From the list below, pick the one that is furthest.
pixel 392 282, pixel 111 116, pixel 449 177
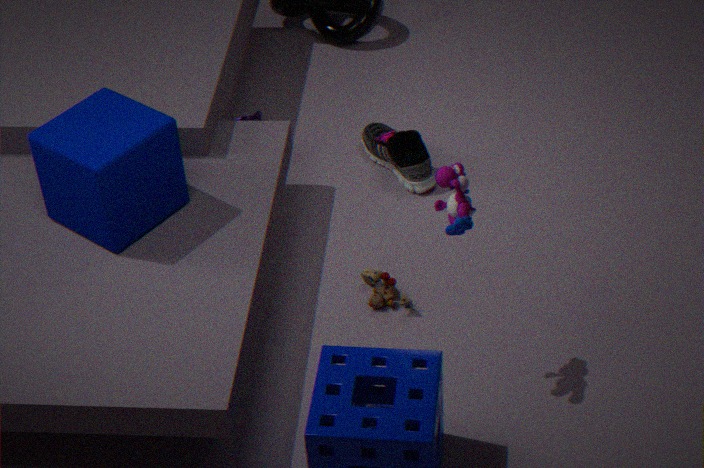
pixel 392 282
